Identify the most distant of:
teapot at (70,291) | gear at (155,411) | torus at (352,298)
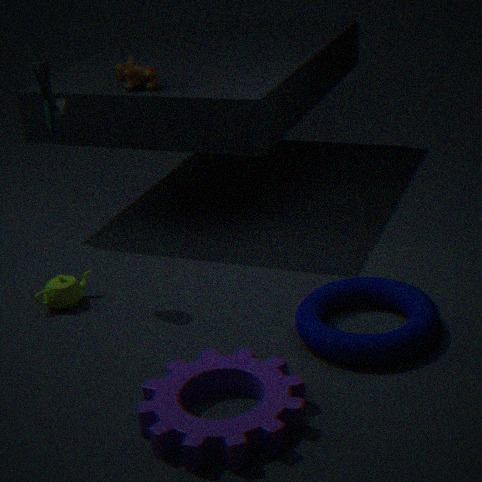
teapot at (70,291)
